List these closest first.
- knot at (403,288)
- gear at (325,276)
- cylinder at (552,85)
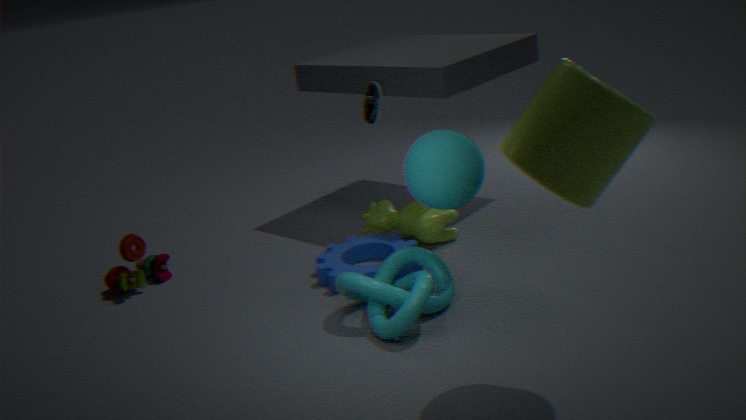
cylinder at (552,85), knot at (403,288), gear at (325,276)
